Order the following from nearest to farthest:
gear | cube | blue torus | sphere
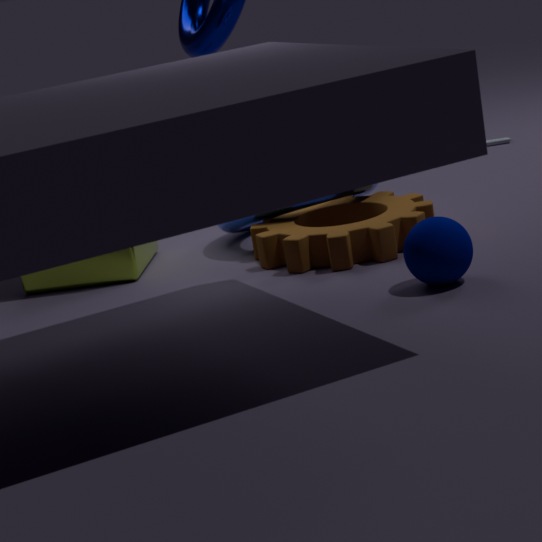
sphere < gear < cube < blue torus
